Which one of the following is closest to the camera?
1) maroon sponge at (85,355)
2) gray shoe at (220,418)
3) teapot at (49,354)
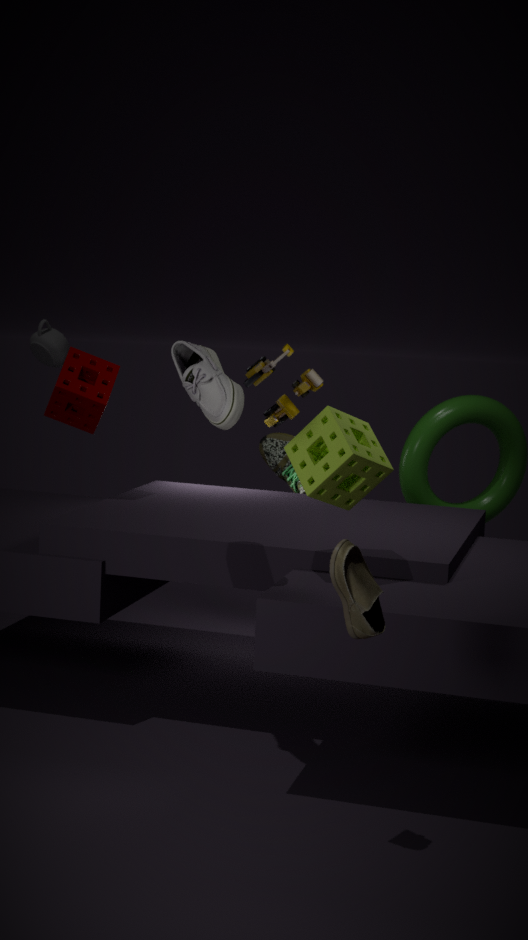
2. gray shoe at (220,418)
